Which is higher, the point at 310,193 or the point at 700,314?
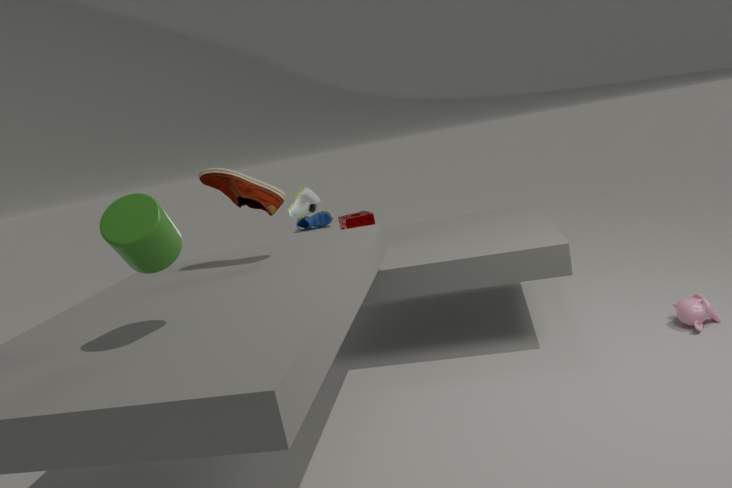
the point at 310,193
